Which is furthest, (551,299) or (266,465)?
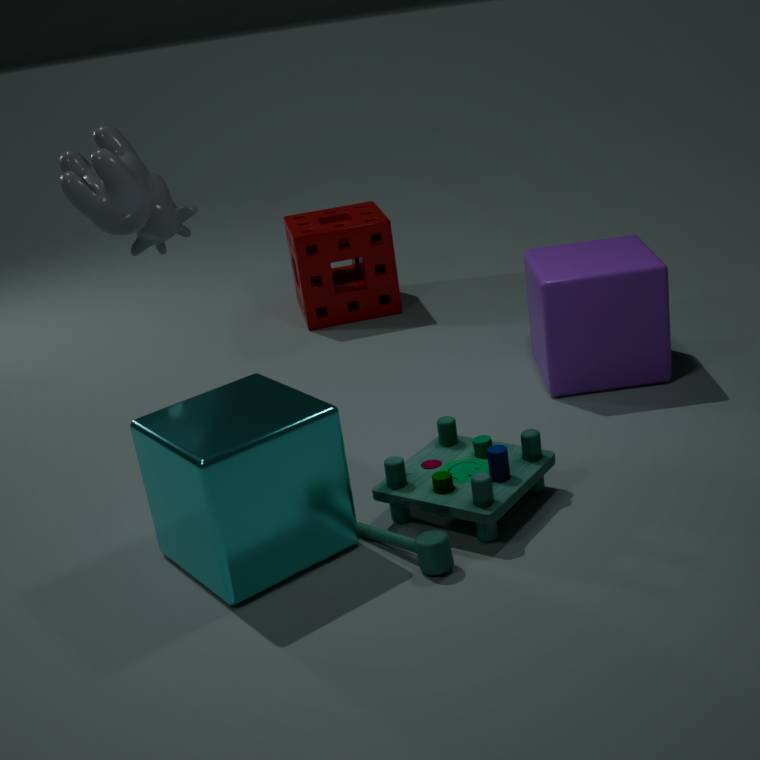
(551,299)
